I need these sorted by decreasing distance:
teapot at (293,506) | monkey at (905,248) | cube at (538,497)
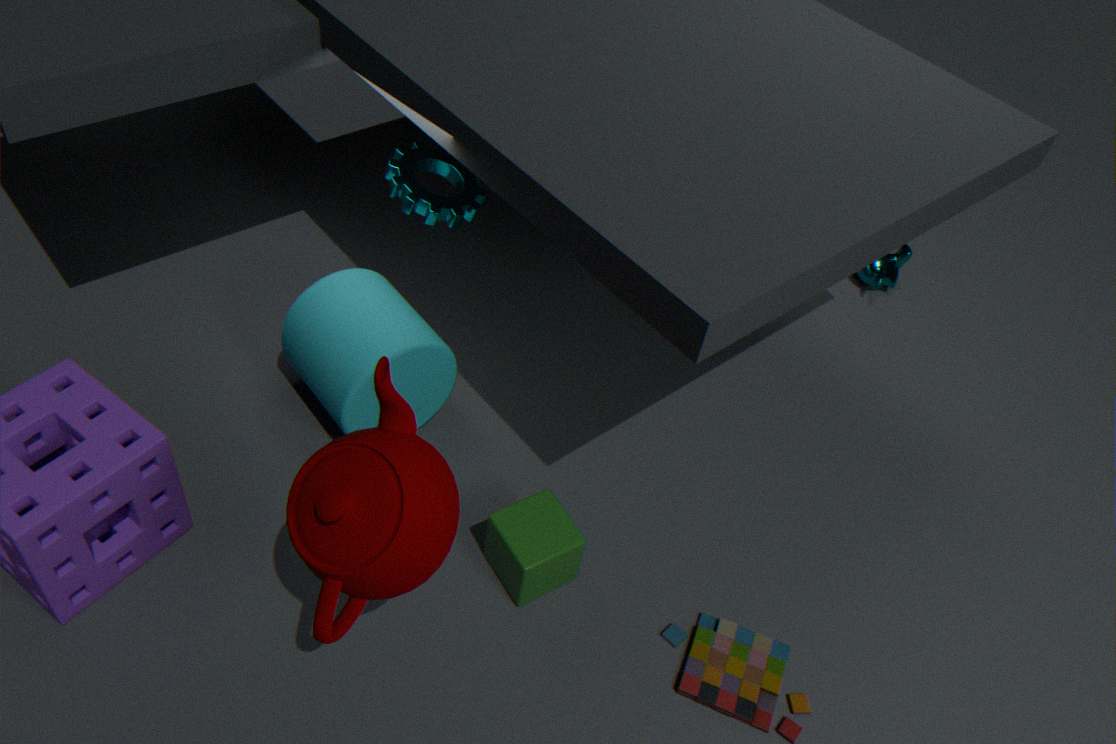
monkey at (905,248), cube at (538,497), teapot at (293,506)
